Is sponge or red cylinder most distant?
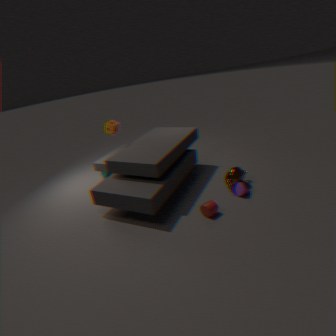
sponge
